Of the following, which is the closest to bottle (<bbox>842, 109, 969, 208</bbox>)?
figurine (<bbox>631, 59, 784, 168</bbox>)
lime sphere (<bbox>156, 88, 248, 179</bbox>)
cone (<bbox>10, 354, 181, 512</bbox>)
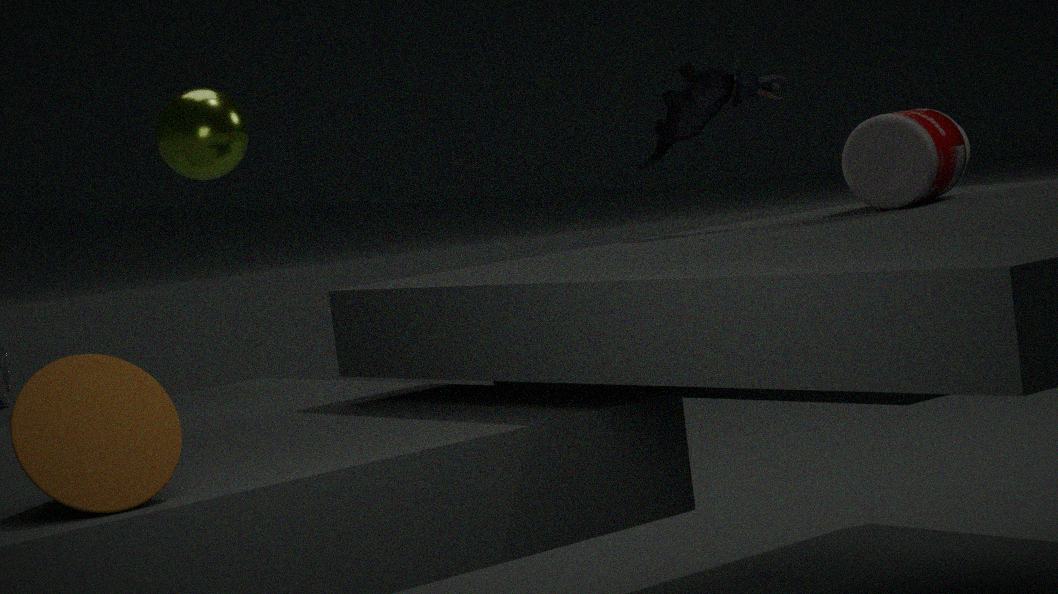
figurine (<bbox>631, 59, 784, 168</bbox>)
